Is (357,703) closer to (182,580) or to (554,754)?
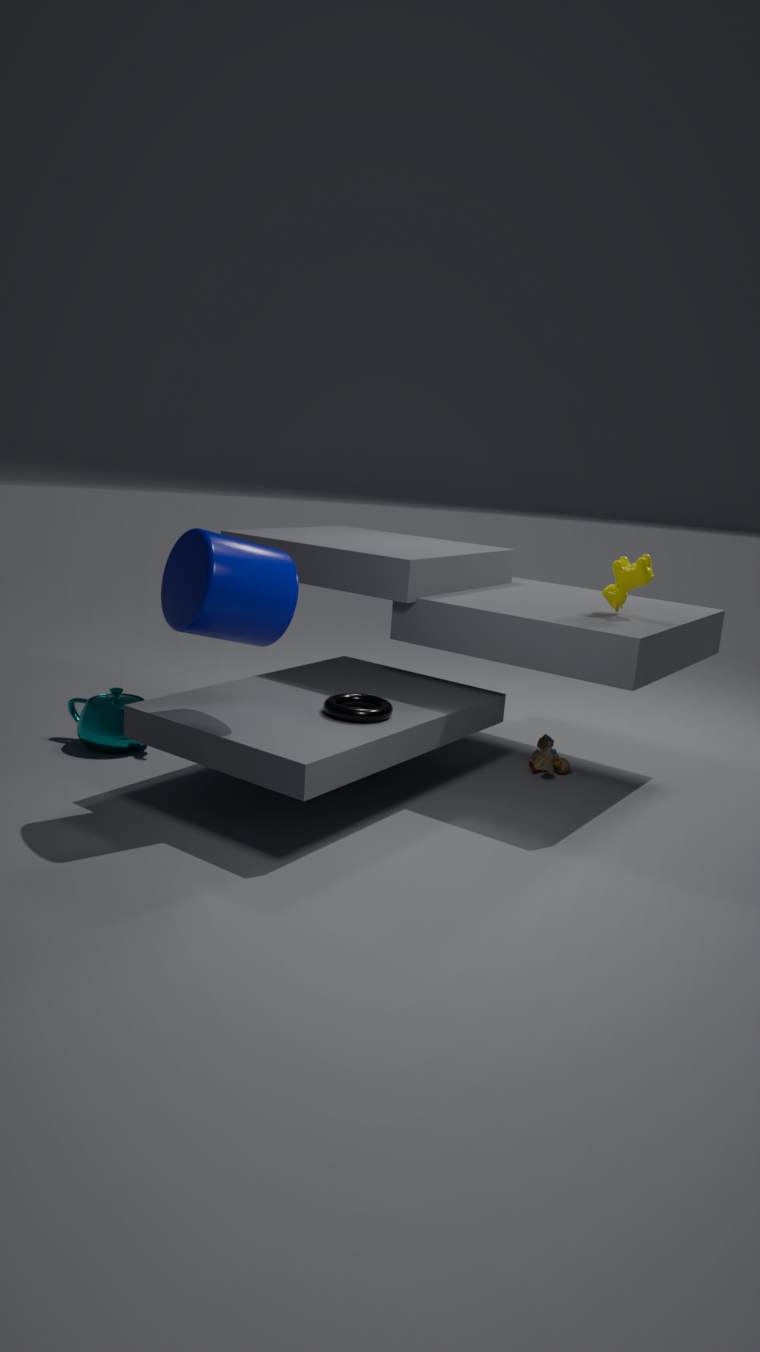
(182,580)
